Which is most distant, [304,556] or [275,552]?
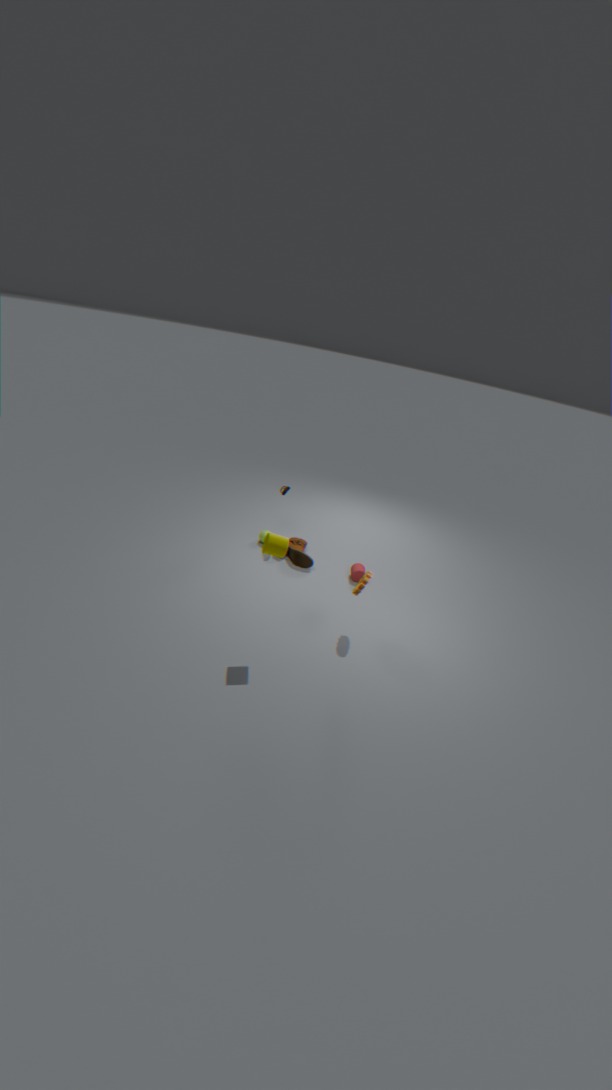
[304,556]
